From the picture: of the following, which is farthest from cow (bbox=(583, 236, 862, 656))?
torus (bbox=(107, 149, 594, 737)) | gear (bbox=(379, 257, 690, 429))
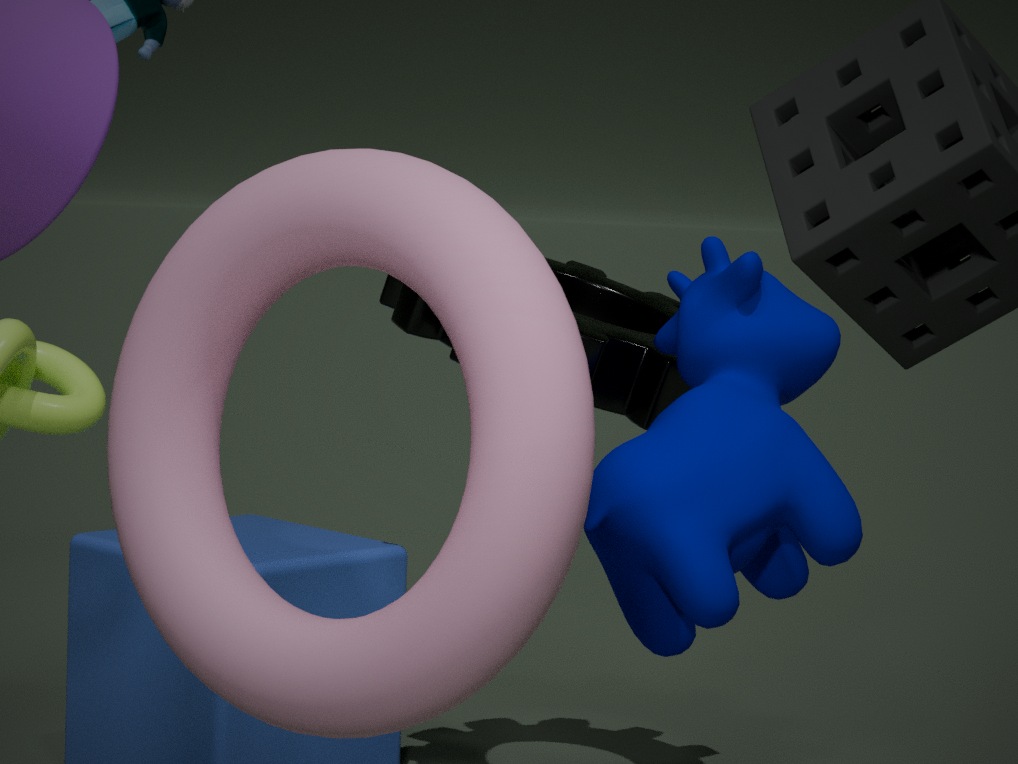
torus (bbox=(107, 149, 594, 737))
